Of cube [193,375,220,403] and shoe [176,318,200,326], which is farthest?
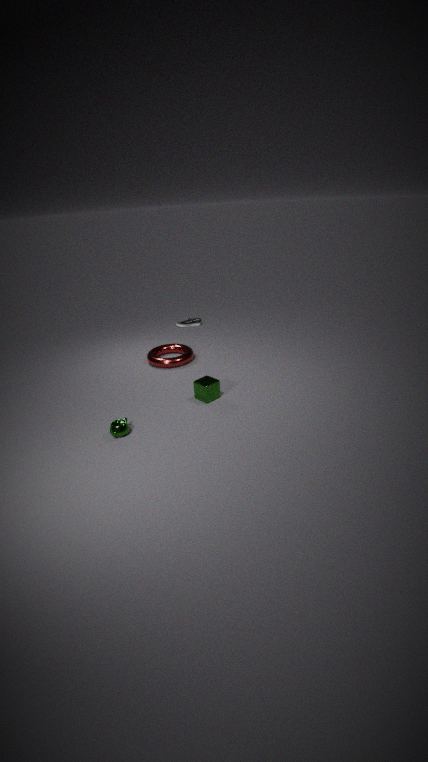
shoe [176,318,200,326]
